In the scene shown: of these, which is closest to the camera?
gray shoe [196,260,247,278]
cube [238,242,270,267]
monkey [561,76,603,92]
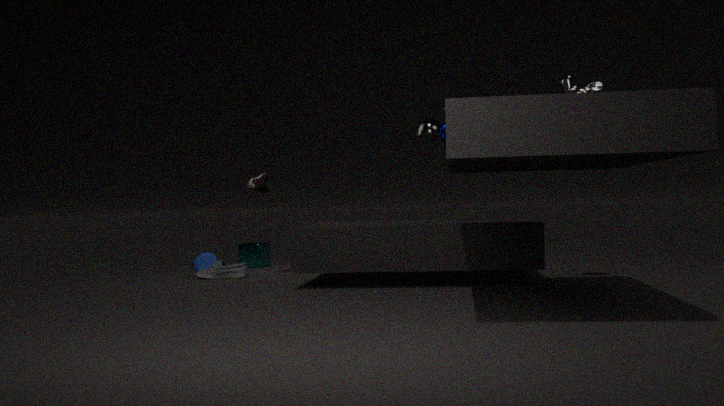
monkey [561,76,603,92]
